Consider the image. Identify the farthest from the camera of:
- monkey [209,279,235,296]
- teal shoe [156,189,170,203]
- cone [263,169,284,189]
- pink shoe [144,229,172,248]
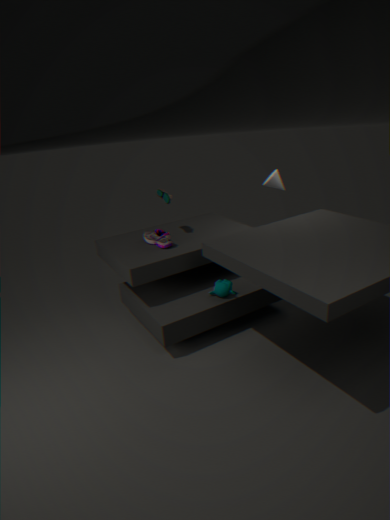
cone [263,169,284,189]
